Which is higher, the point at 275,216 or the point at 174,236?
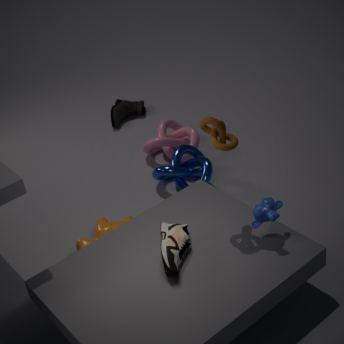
the point at 275,216
